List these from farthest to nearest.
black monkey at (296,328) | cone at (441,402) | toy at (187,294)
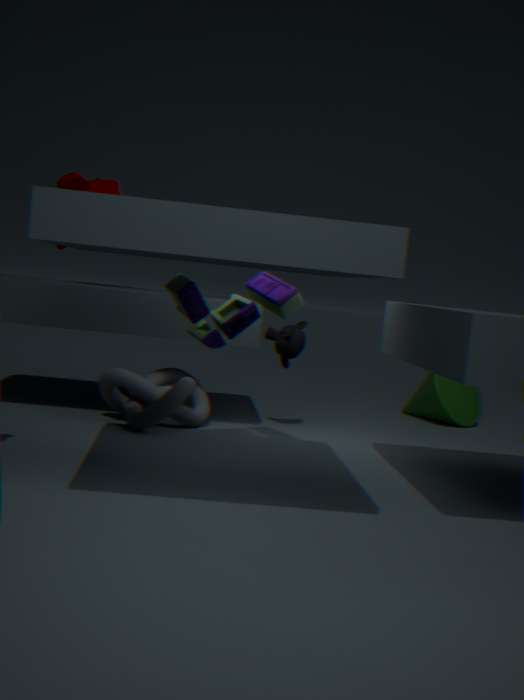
cone at (441,402)
black monkey at (296,328)
toy at (187,294)
